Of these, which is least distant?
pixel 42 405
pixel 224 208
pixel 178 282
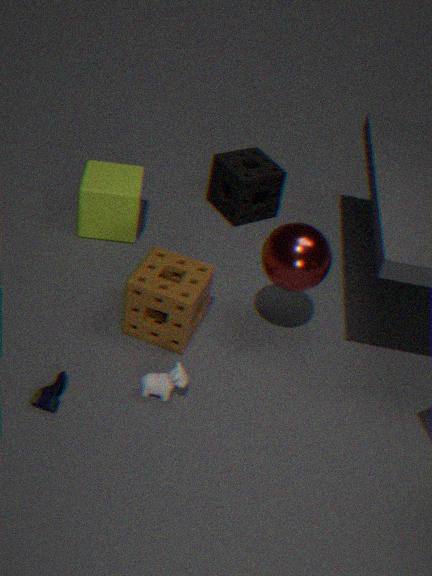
pixel 42 405
